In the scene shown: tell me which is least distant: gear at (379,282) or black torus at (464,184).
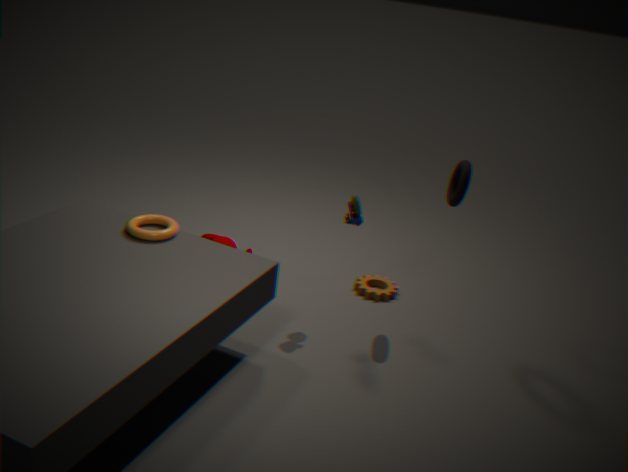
black torus at (464,184)
